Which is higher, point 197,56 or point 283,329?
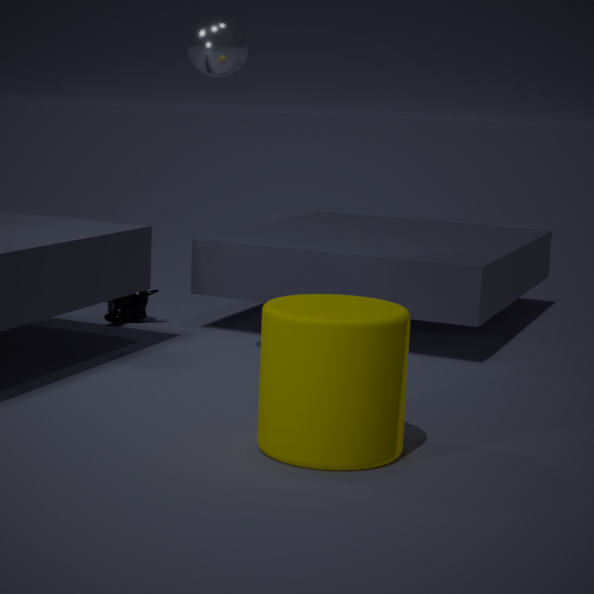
point 197,56
